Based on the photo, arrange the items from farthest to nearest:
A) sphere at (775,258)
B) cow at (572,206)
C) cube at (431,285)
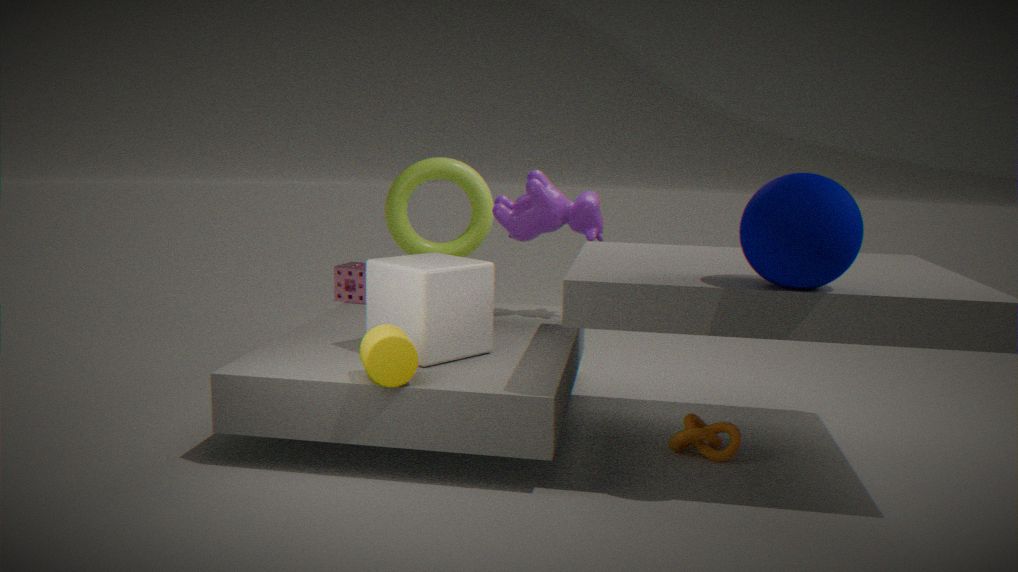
cow at (572,206), cube at (431,285), sphere at (775,258)
